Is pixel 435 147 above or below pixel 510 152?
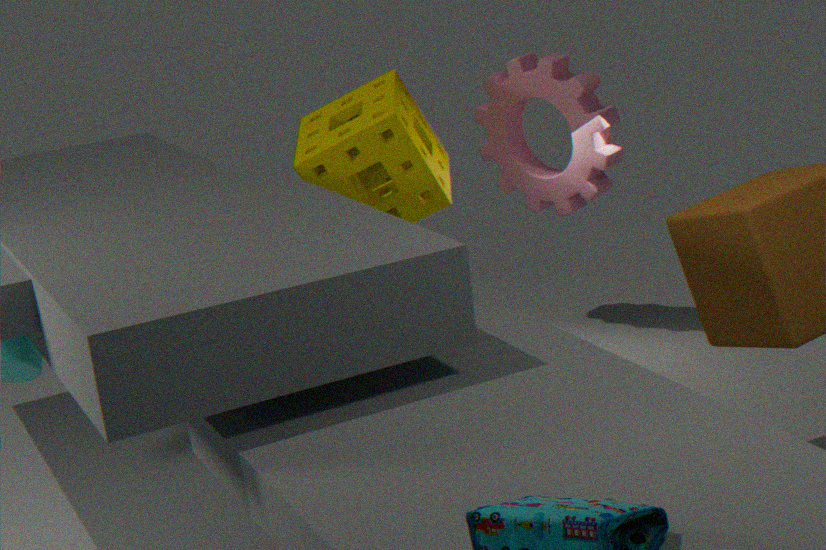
above
